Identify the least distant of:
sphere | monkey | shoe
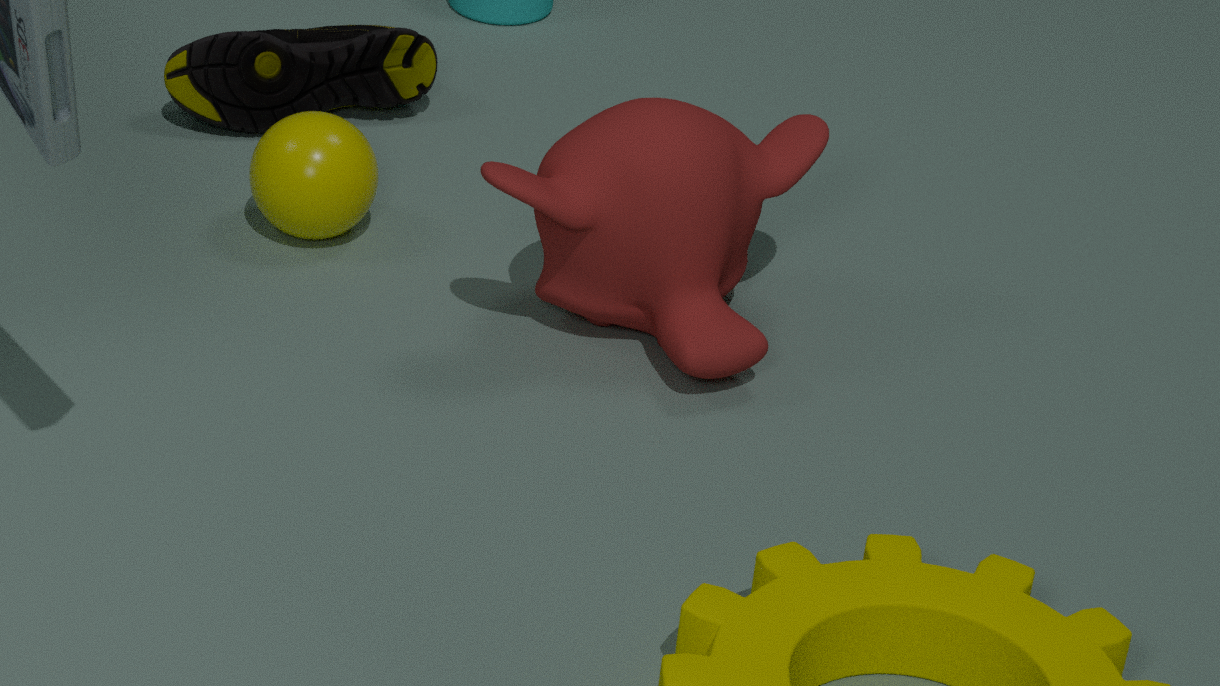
monkey
